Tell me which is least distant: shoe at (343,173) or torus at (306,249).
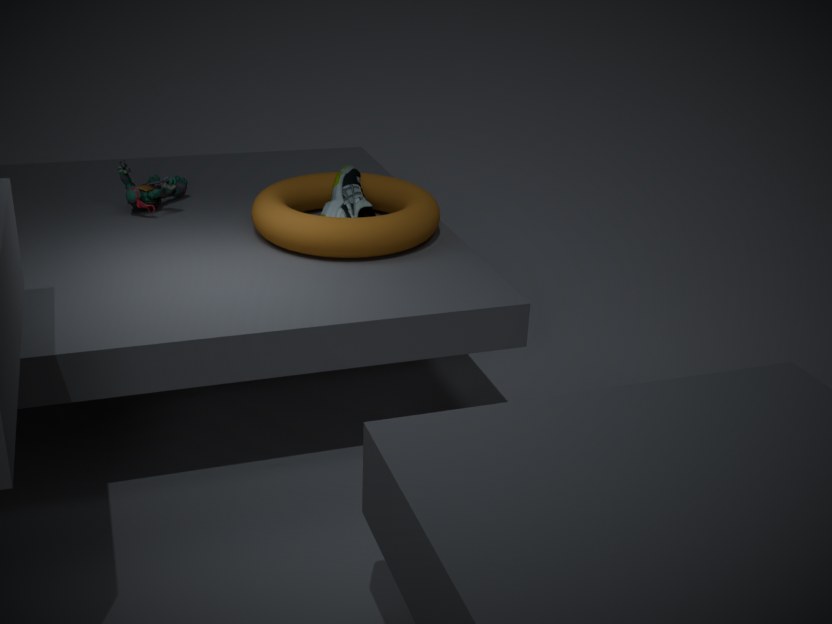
torus at (306,249)
